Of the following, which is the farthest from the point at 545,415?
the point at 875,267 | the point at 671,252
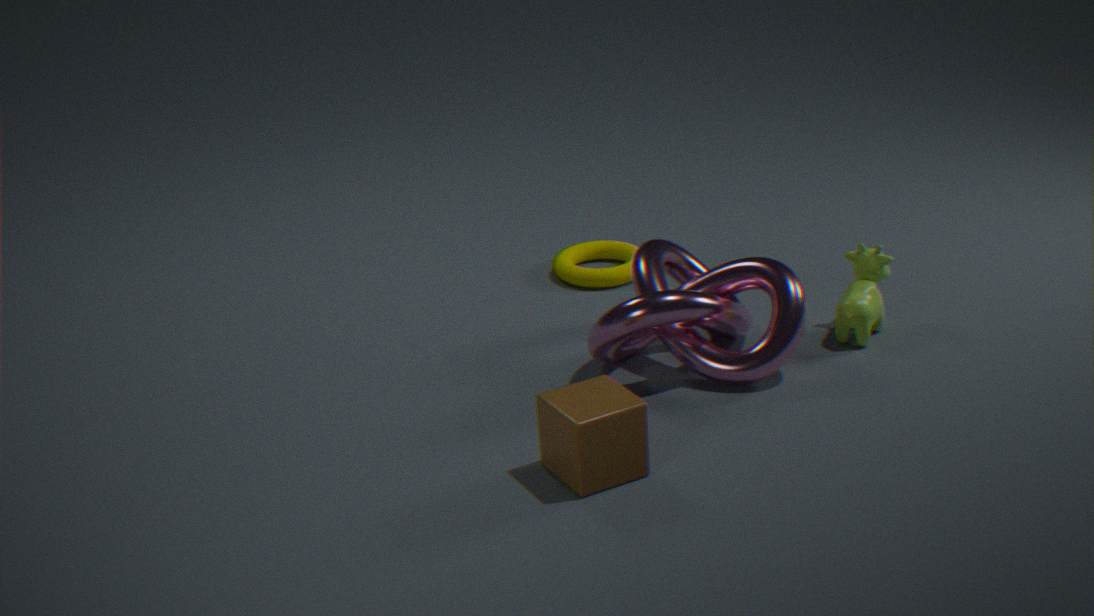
the point at 875,267
